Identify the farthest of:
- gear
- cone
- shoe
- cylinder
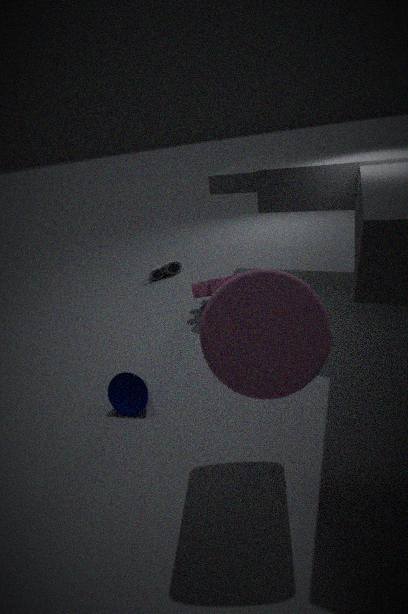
shoe
